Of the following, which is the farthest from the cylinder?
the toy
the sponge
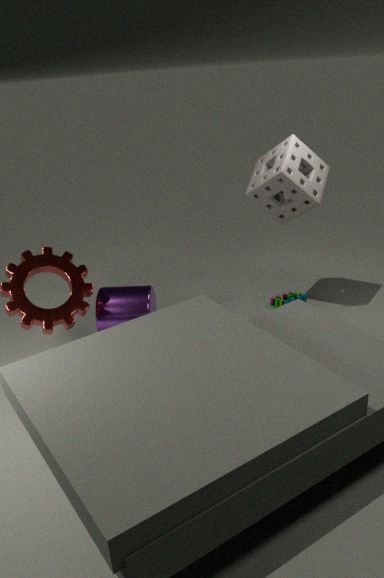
the sponge
